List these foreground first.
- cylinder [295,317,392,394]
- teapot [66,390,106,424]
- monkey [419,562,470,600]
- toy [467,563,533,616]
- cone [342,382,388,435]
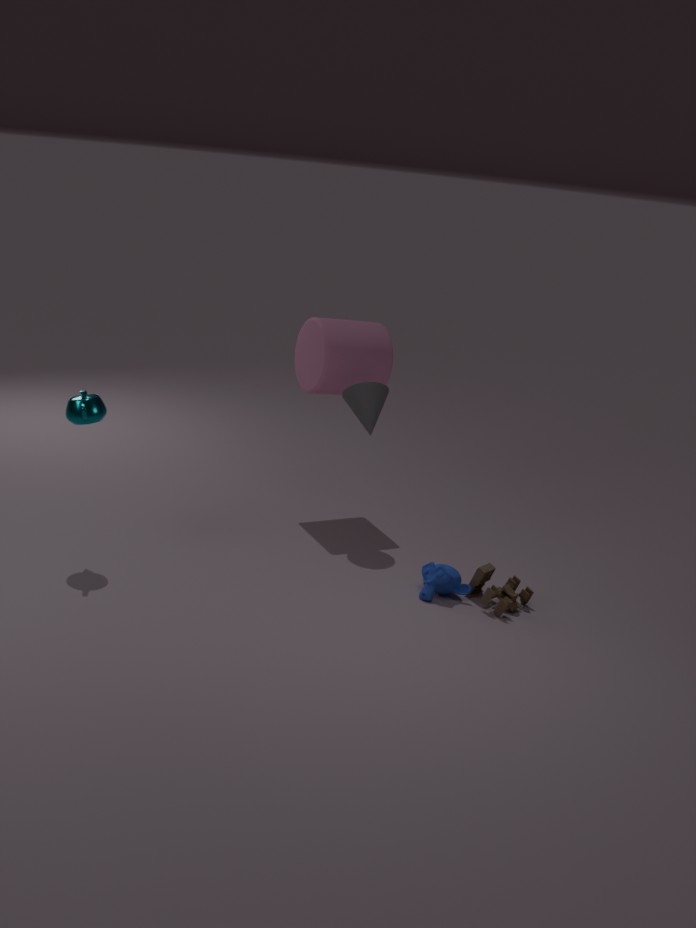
1. teapot [66,390,106,424]
2. toy [467,563,533,616]
3. monkey [419,562,470,600]
4. cone [342,382,388,435]
5. cylinder [295,317,392,394]
